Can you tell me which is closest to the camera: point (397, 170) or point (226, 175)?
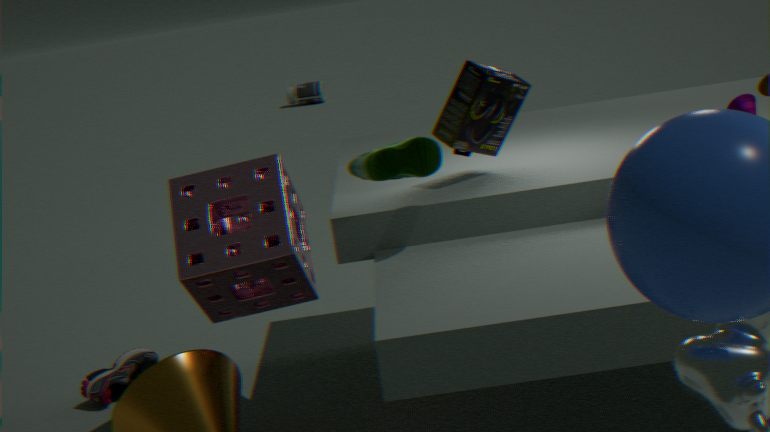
point (397, 170)
